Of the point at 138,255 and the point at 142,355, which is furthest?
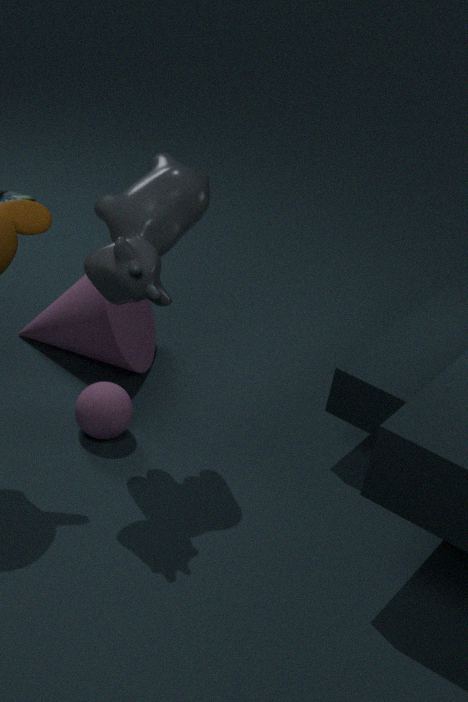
the point at 142,355
